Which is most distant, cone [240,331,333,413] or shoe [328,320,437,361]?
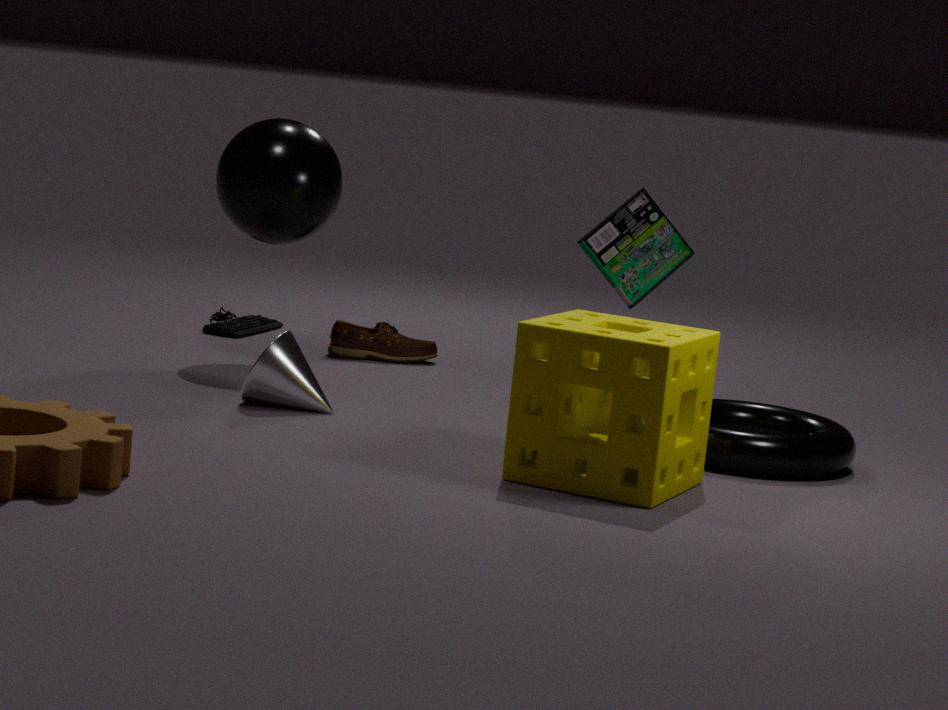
shoe [328,320,437,361]
